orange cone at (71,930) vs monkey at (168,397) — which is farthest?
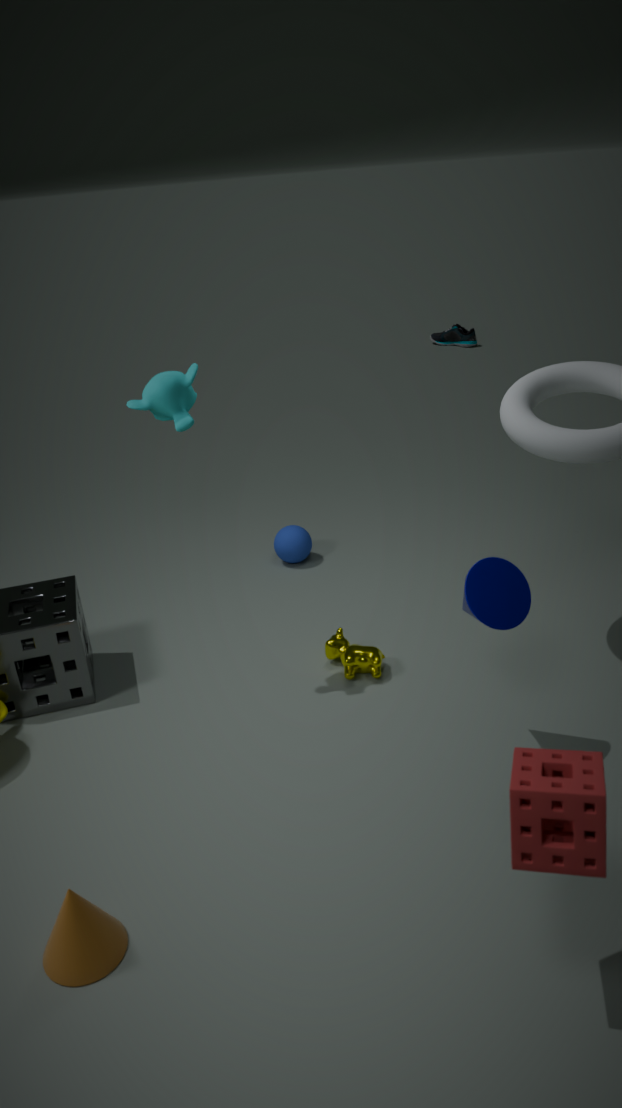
monkey at (168,397)
